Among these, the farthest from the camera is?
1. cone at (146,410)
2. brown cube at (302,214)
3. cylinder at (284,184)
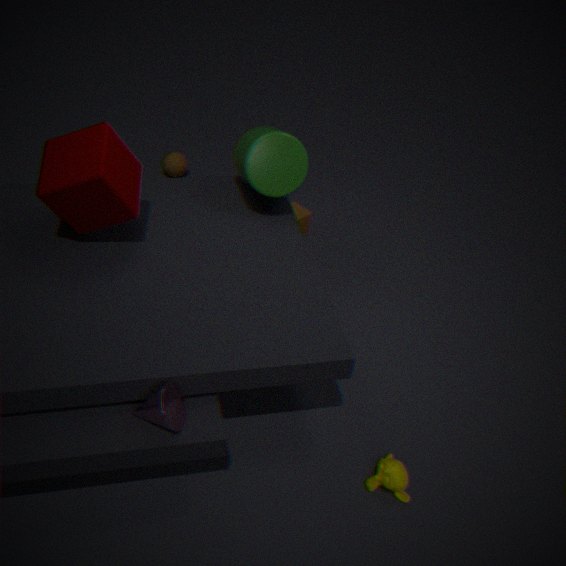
brown cube at (302,214)
